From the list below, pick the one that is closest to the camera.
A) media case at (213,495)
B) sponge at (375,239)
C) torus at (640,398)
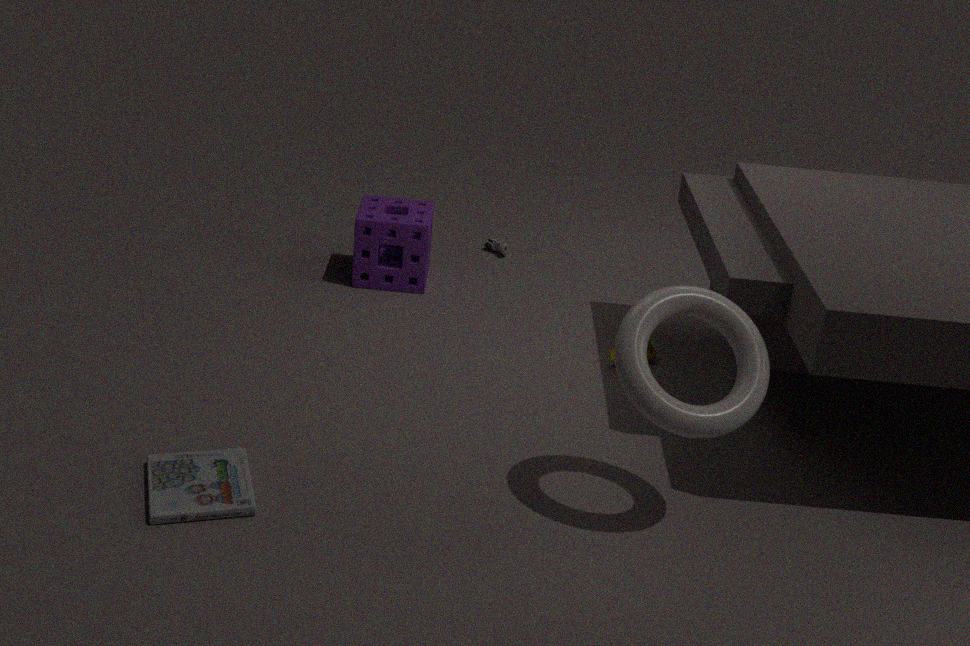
torus at (640,398)
